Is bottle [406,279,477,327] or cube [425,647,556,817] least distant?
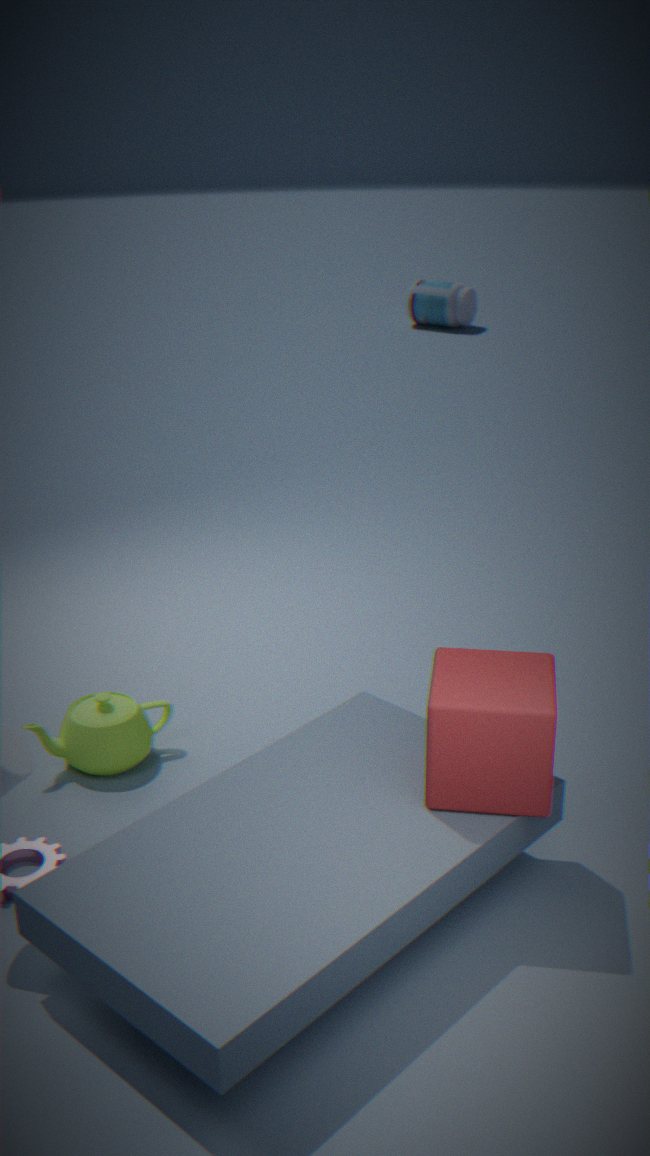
cube [425,647,556,817]
